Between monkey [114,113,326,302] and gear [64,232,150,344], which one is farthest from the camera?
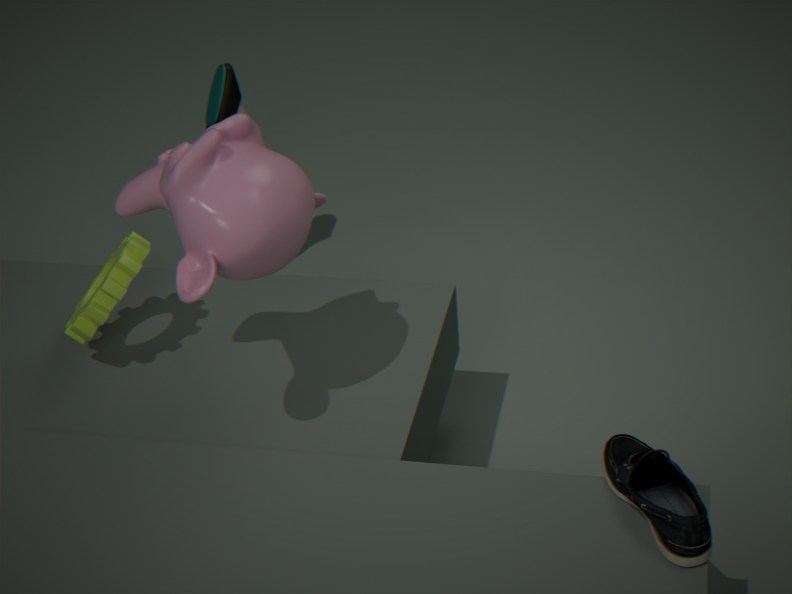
gear [64,232,150,344]
